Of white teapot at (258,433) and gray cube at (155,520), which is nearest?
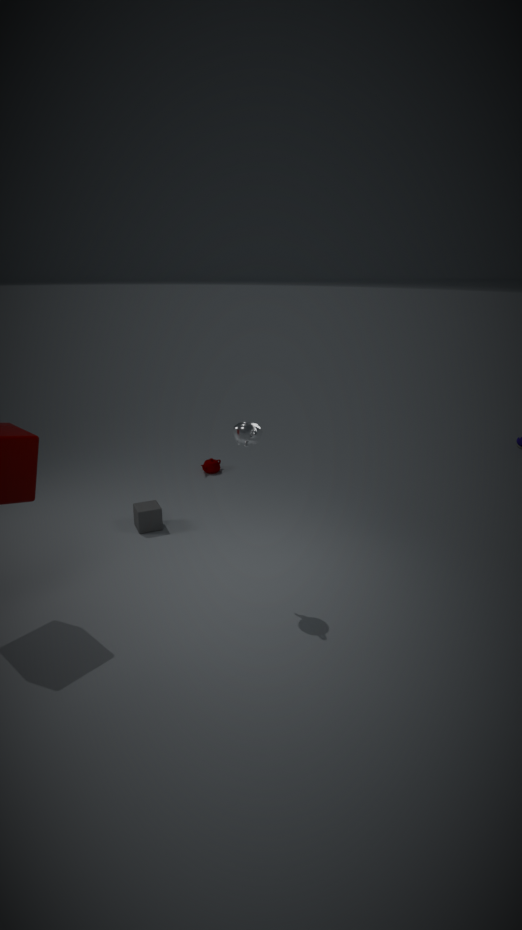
white teapot at (258,433)
